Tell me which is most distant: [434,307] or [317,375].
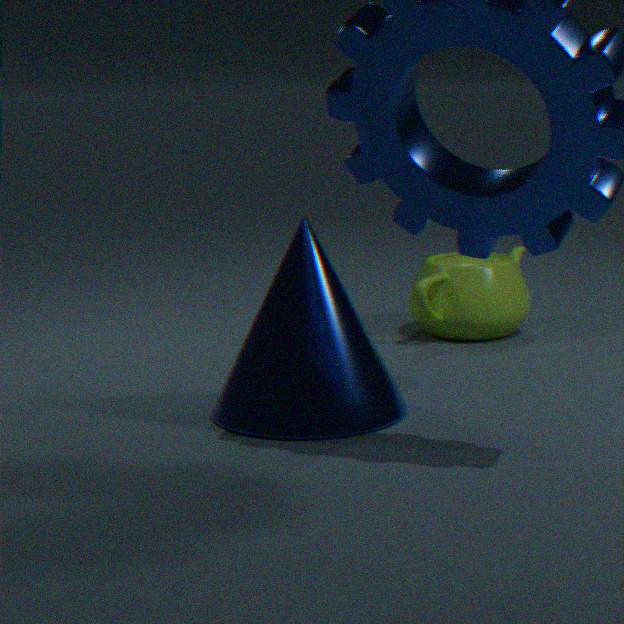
[434,307]
